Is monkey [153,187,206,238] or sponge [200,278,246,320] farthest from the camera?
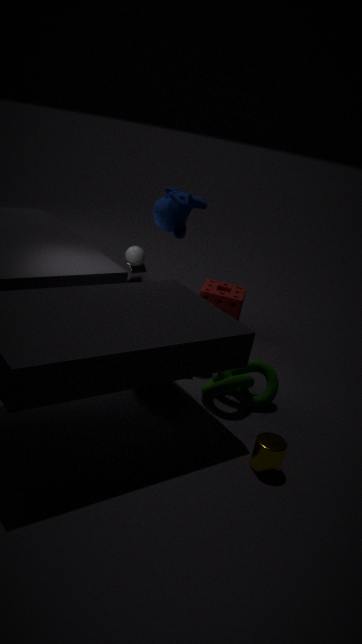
sponge [200,278,246,320]
